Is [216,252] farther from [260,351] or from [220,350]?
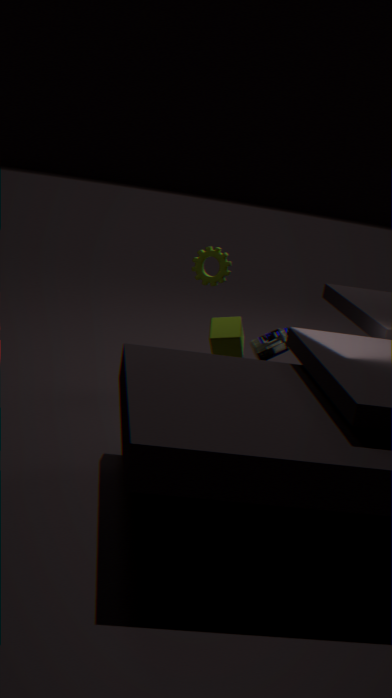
[220,350]
